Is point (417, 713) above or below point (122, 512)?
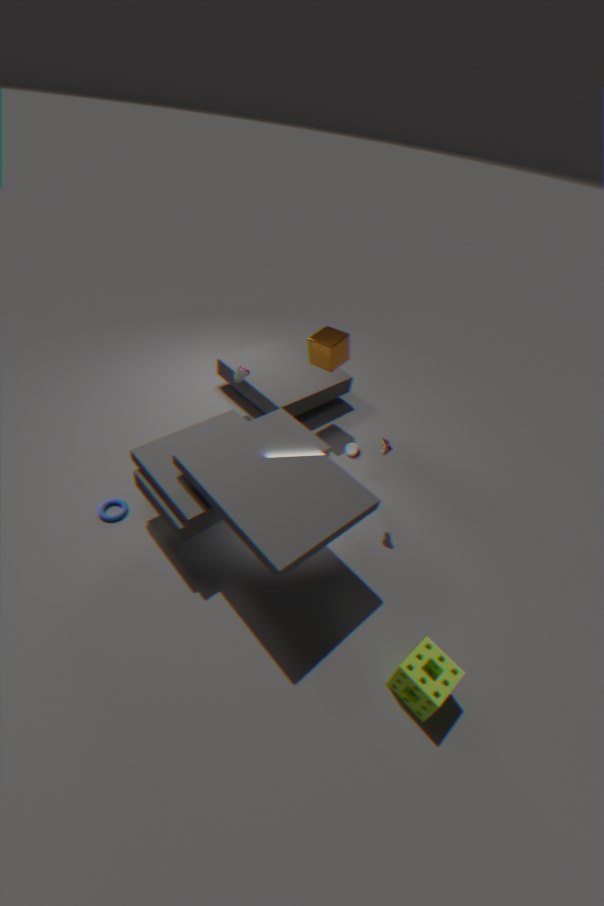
above
